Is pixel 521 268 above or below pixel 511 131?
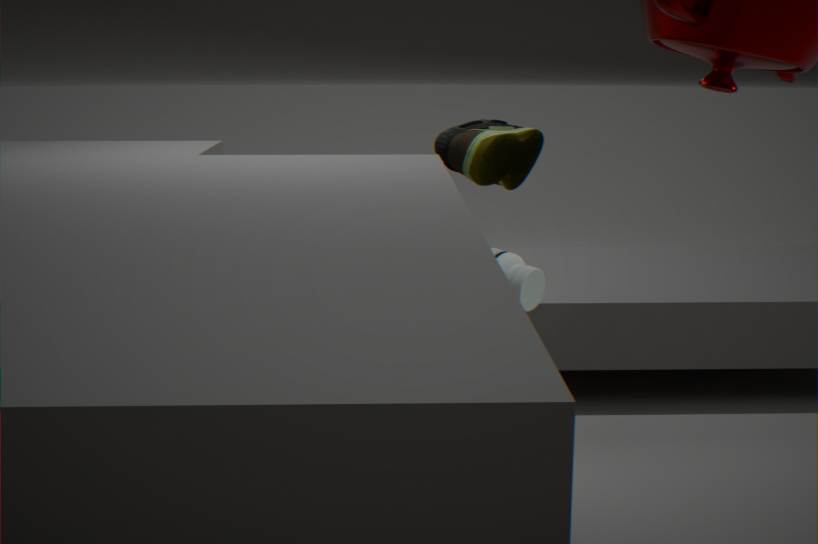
below
